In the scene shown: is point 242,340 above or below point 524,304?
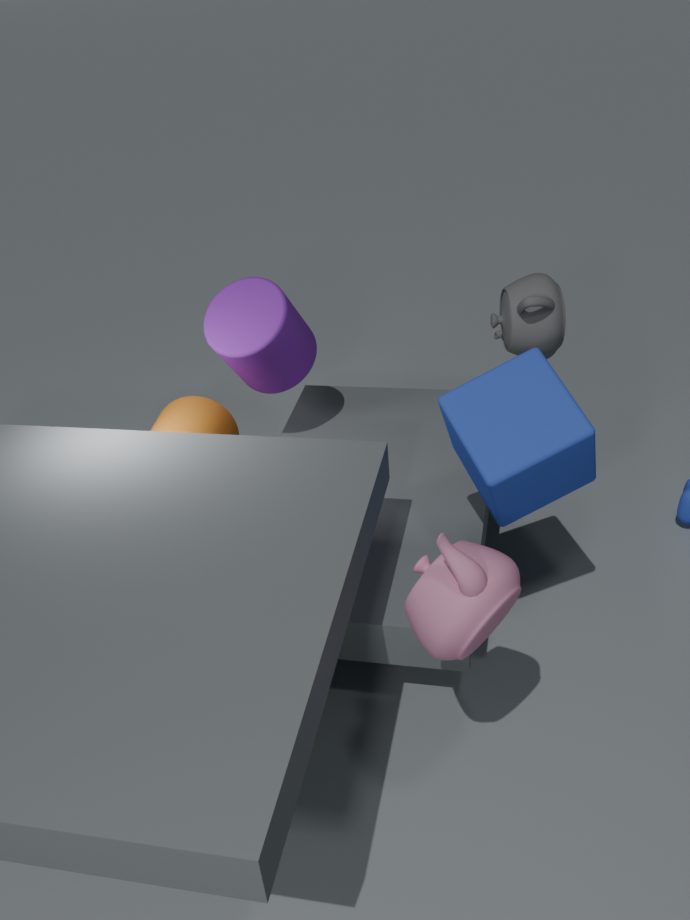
below
